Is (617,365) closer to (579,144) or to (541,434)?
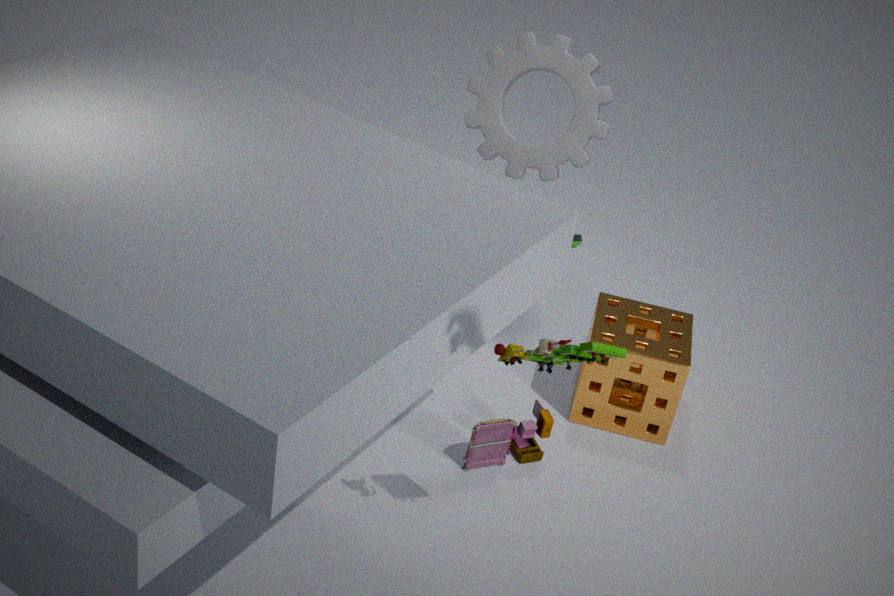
(541,434)
